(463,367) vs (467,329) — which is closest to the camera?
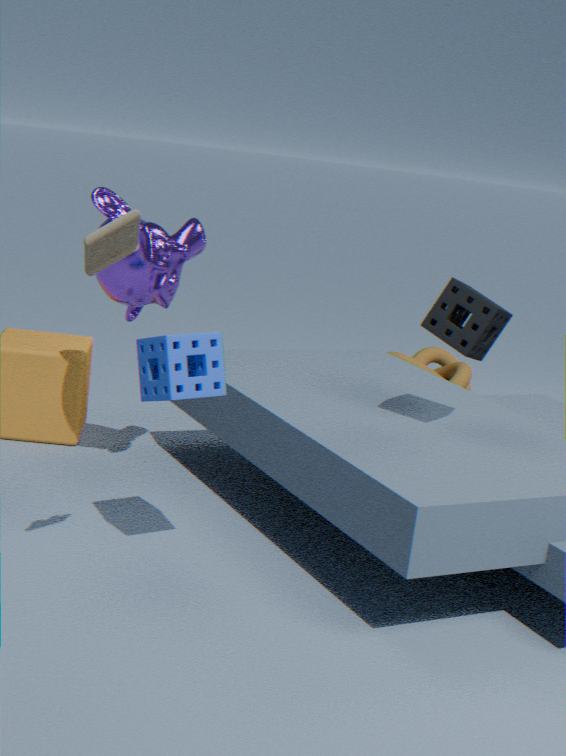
(467,329)
